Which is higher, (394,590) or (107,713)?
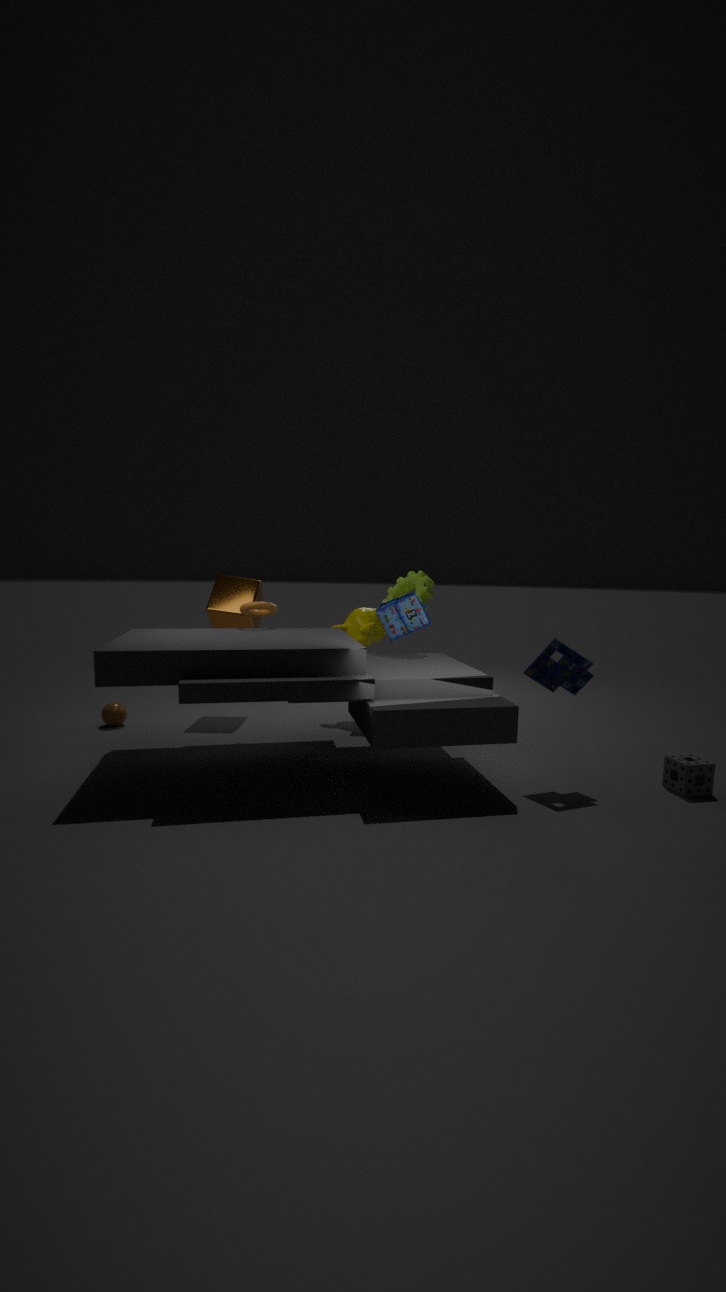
(394,590)
